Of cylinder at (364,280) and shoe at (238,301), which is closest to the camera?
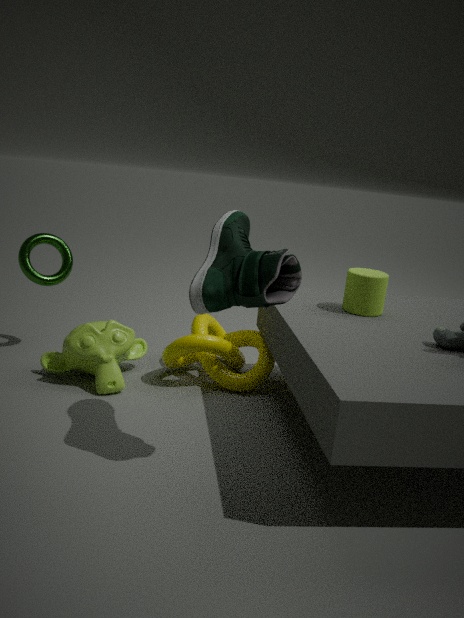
shoe at (238,301)
